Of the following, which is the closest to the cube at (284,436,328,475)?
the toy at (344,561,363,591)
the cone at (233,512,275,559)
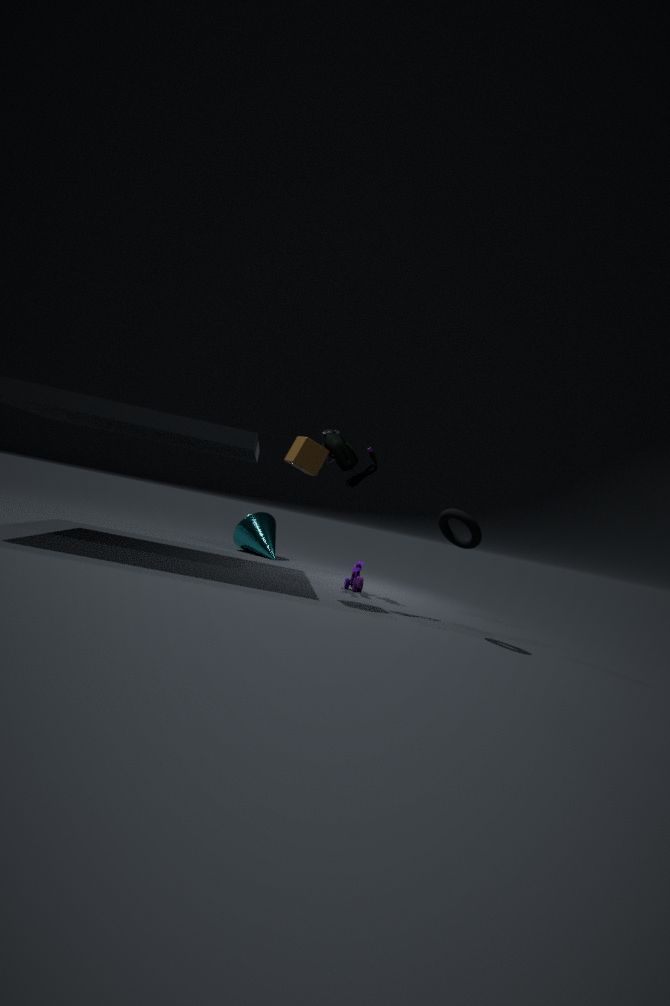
the toy at (344,561,363,591)
